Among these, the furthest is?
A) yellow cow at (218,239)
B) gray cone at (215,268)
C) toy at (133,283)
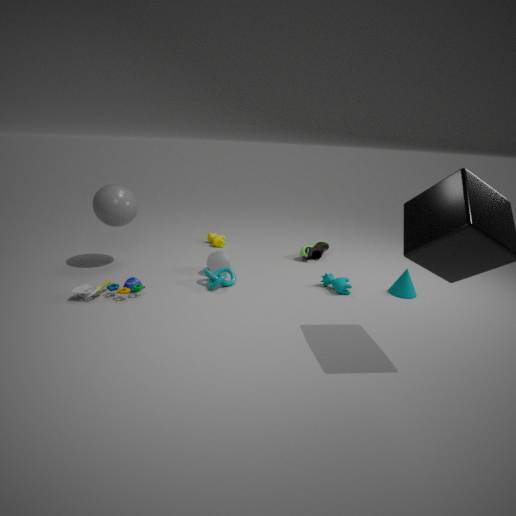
yellow cow at (218,239)
